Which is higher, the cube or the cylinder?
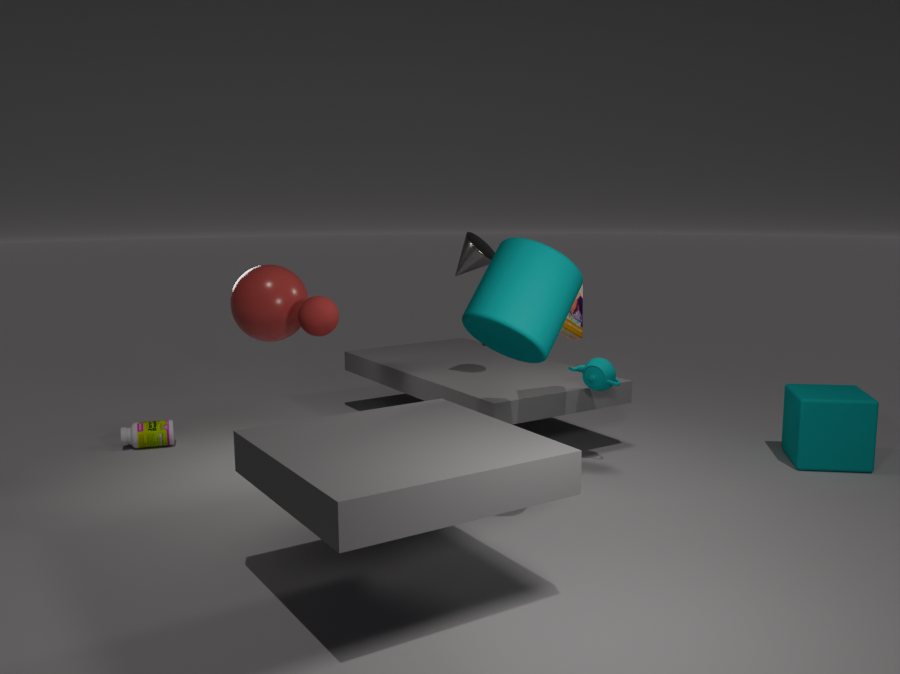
the cylinder
